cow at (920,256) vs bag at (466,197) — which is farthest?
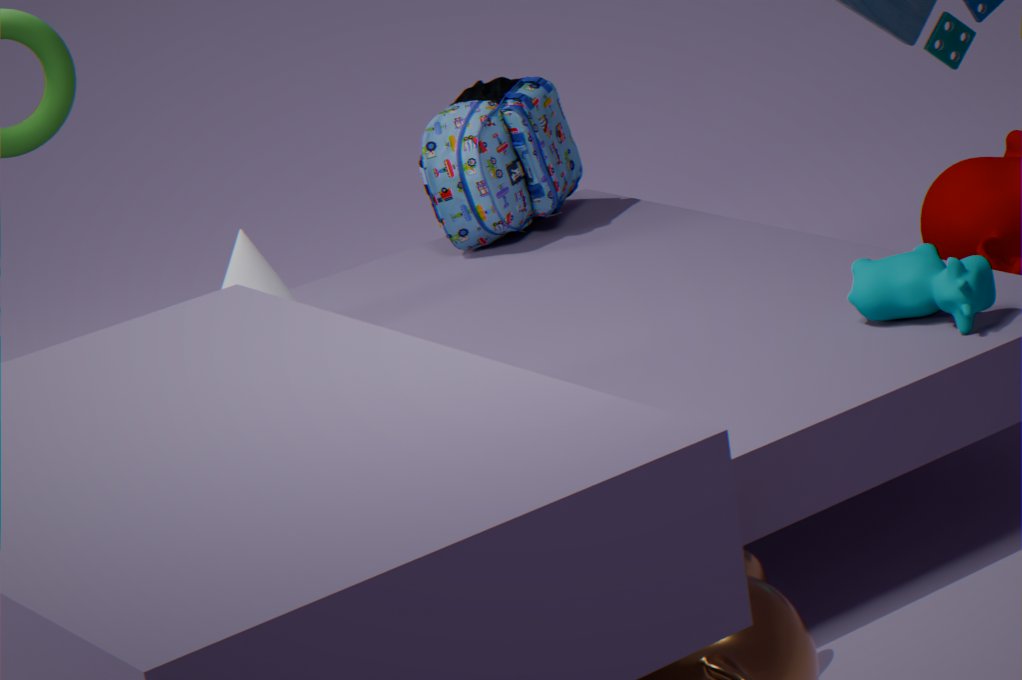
bag at (466,197)
